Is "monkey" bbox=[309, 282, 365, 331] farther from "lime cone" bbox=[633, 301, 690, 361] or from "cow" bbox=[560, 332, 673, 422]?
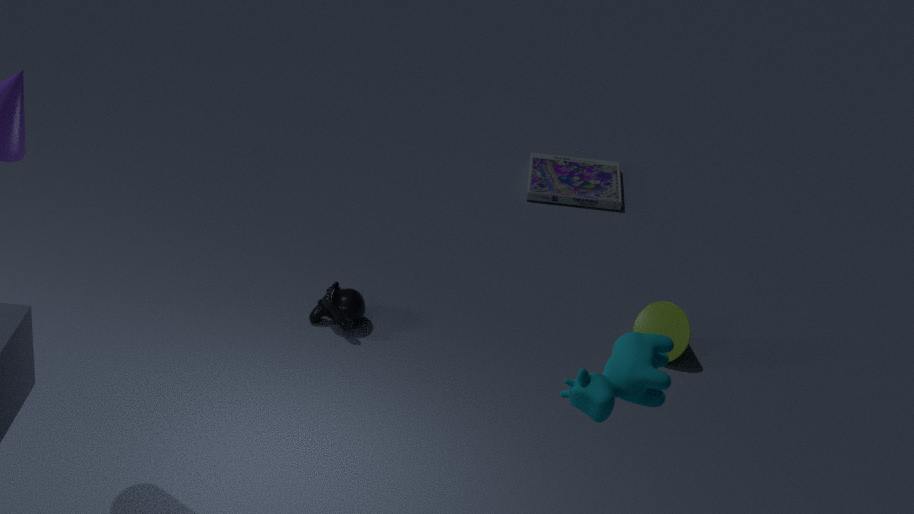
"cow" bbox=[560, 332, 673, 422]
